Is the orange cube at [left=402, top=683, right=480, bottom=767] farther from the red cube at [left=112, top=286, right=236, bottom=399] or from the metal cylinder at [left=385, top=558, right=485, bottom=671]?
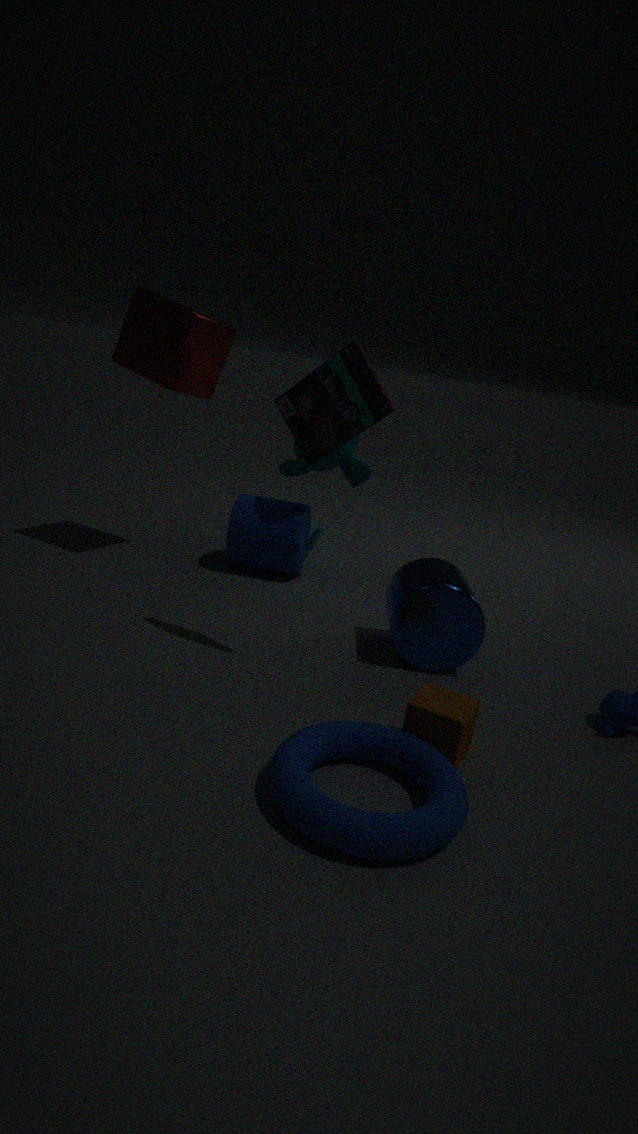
the red cube at [left=112, top=286, right=236, bottom=399]
